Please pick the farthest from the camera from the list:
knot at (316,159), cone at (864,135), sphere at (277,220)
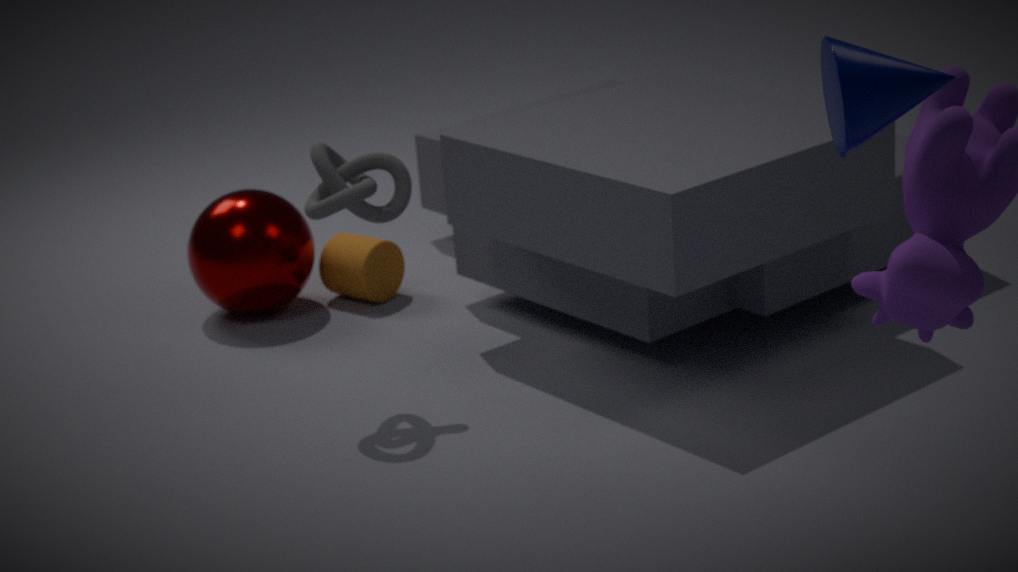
sphere at (277,220)
